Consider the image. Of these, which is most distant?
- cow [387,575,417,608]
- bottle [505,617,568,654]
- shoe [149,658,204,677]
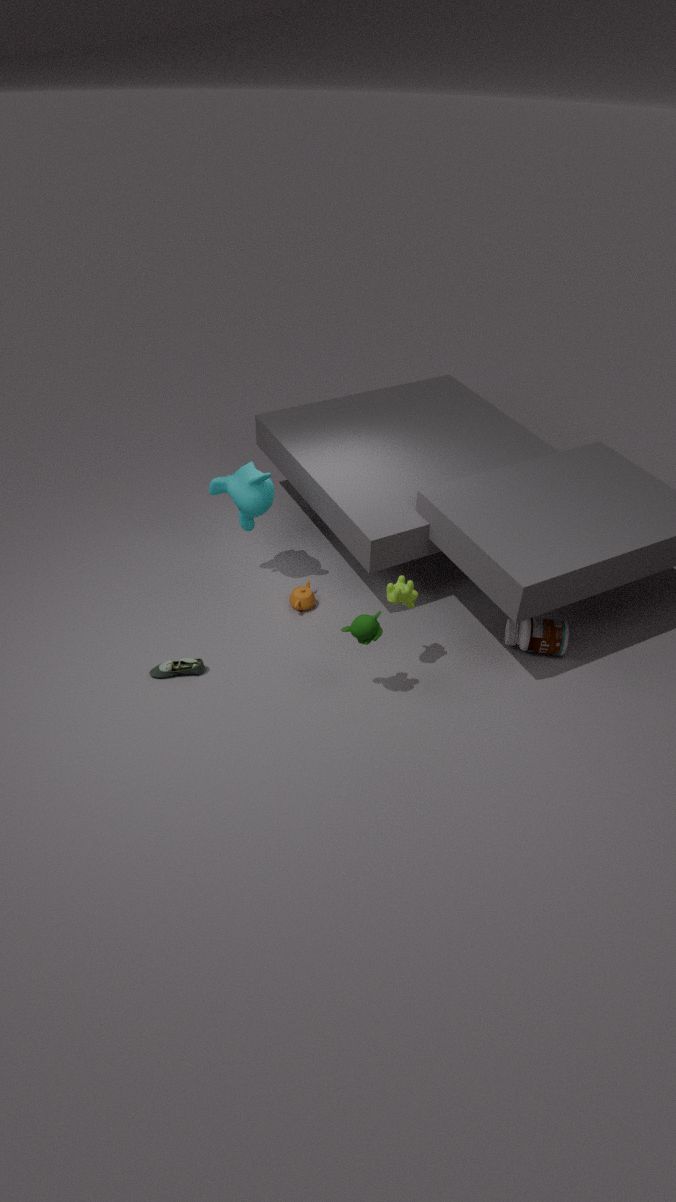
bottle [505,617,568,654]
